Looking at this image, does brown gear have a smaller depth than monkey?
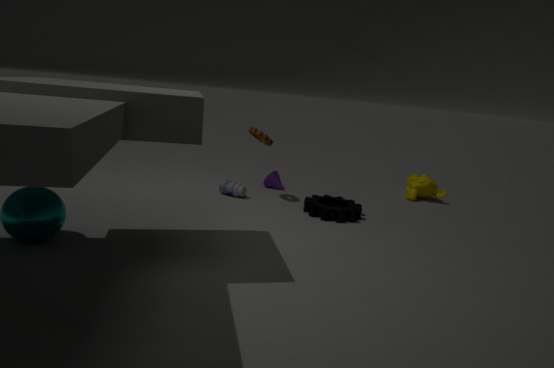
Yes
